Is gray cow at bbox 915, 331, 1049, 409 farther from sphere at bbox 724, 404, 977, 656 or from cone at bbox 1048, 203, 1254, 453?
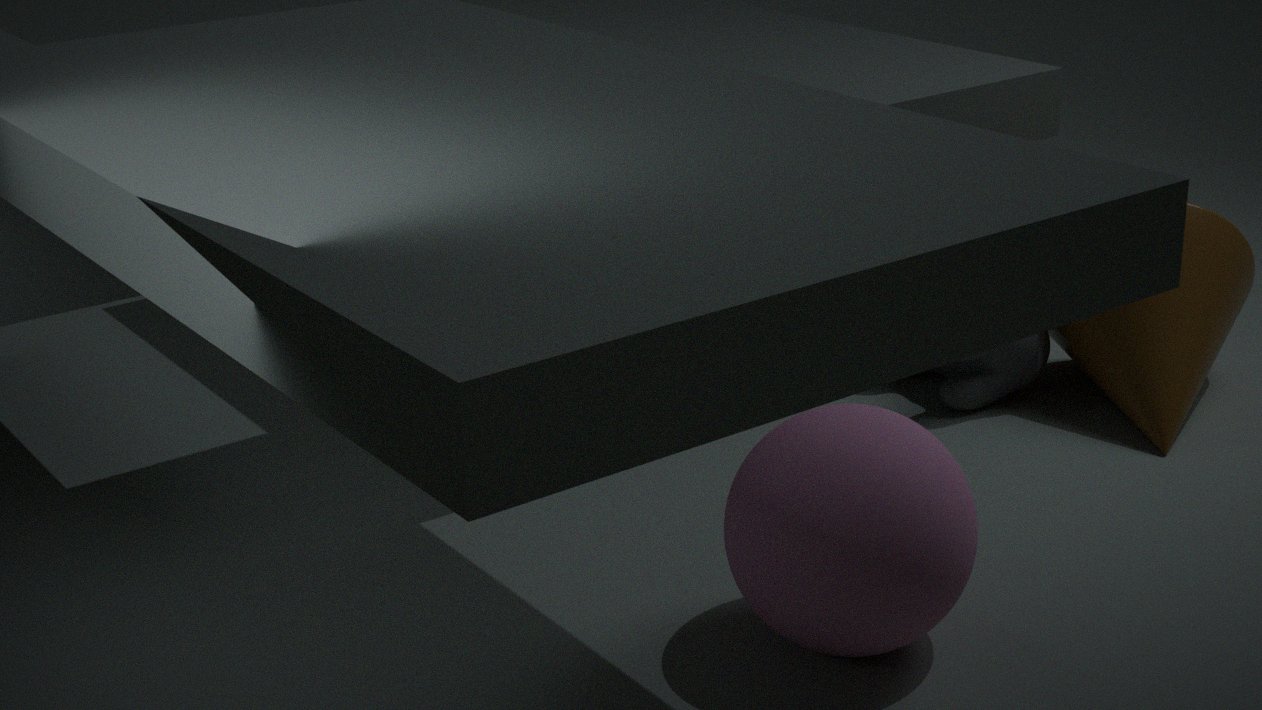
sphere at bbox 724, 404, 977, 656
